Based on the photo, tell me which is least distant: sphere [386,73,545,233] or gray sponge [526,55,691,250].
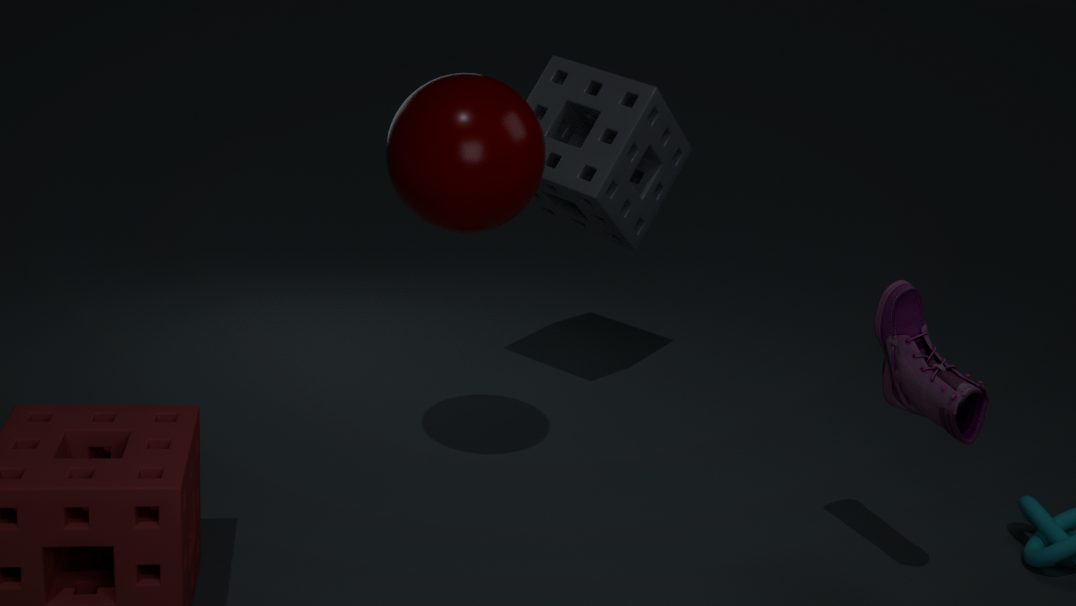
sphere [386,73,545,233]
